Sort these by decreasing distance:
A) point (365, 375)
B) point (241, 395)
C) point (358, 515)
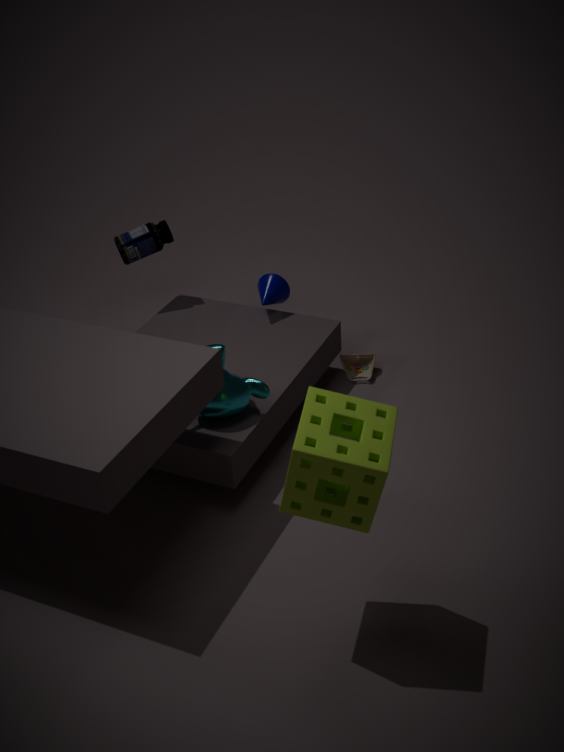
point (365, 375)
point (241, 395)
point (358, 515)
